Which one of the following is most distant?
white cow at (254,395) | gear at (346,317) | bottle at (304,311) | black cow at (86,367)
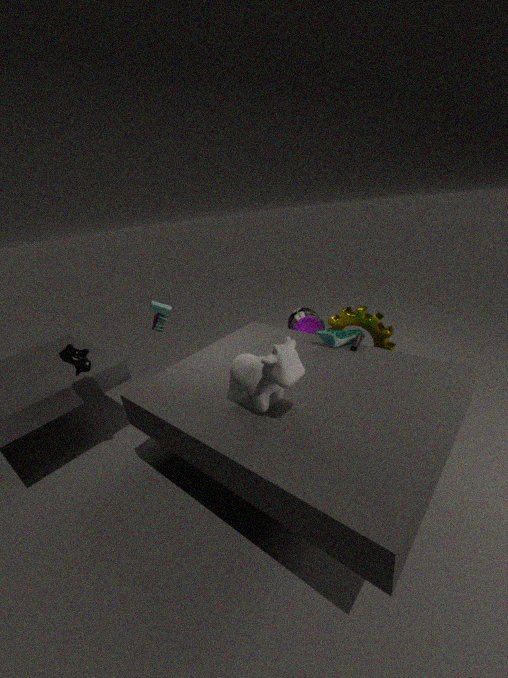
bottle at (304,311)
